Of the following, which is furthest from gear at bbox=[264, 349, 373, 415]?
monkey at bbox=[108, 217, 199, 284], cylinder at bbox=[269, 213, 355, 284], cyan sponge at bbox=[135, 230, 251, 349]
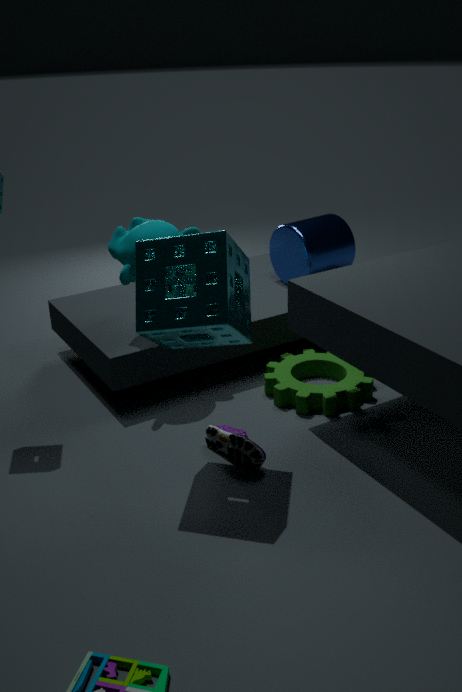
monkey at bbox=[108, 217, 199, 284]
